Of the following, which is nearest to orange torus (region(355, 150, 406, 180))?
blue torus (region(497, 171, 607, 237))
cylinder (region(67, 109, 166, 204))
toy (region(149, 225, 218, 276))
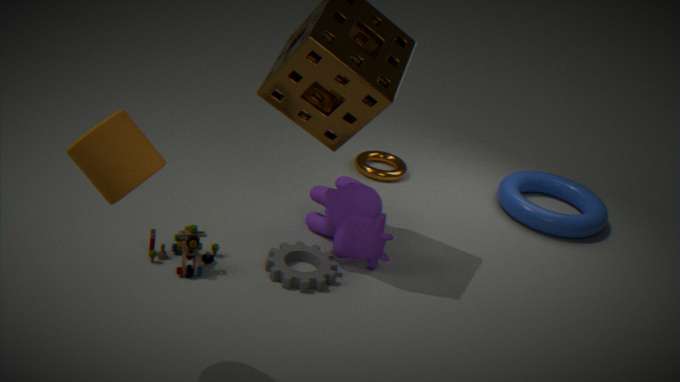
blue torus (region(497, 171, 607, 237))
